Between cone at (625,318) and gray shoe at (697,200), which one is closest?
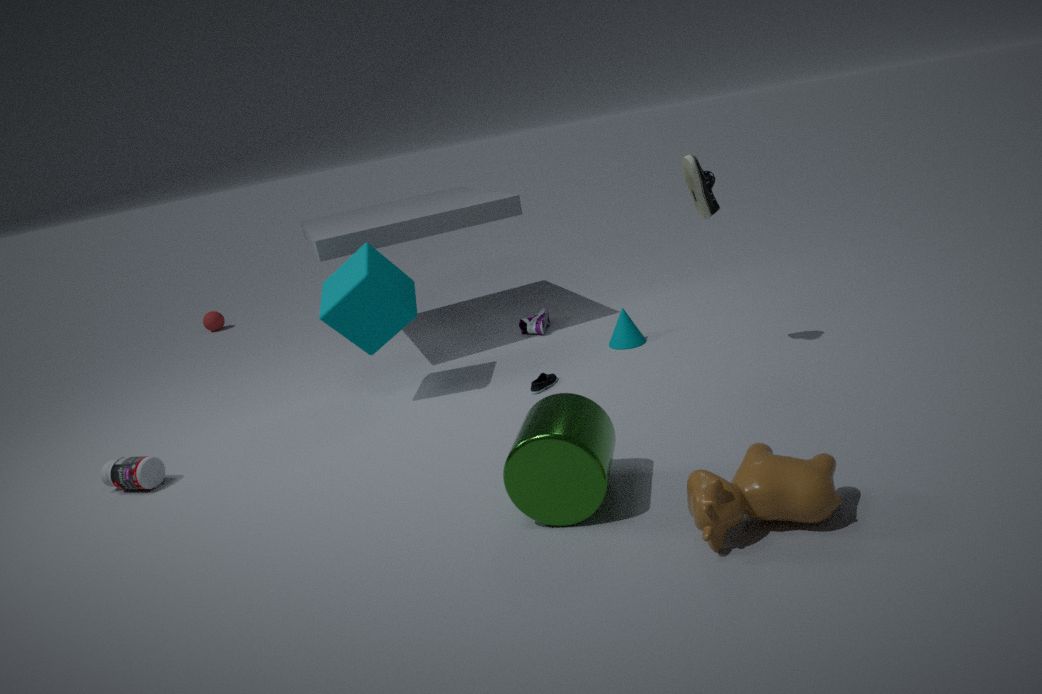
gray shoe at (697,200)
